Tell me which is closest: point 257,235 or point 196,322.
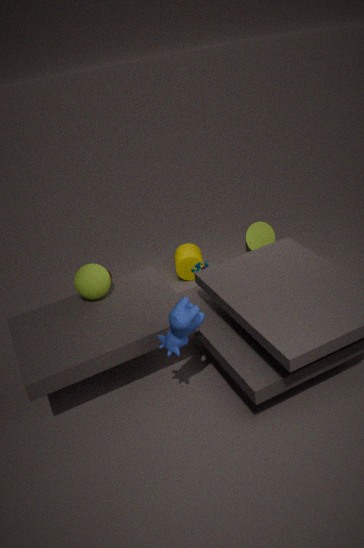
point 196,322
